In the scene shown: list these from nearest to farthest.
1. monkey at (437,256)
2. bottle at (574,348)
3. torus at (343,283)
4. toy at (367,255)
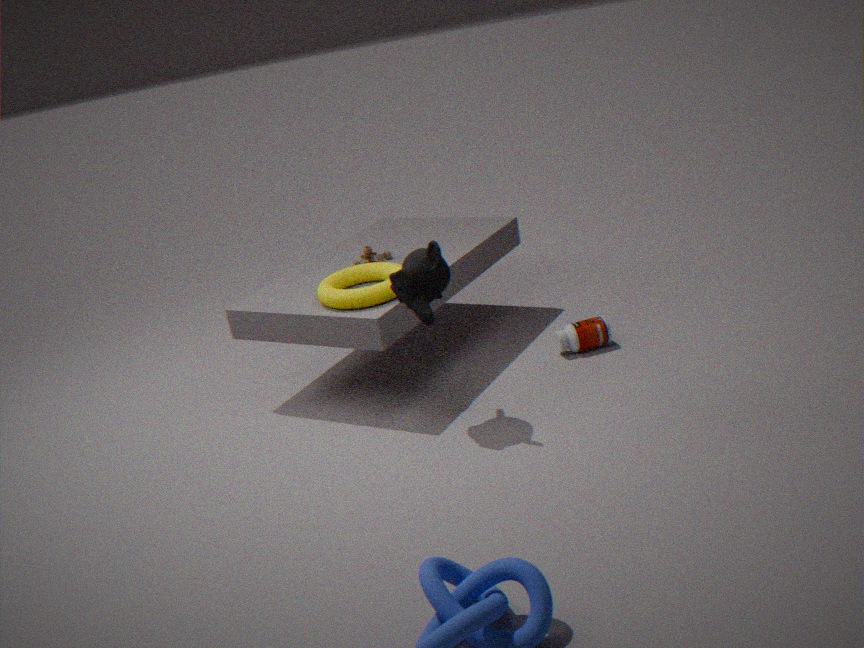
monkey at (437,256)
torus at (343,283)
bottle at (574,348)
toy at (367,255)
